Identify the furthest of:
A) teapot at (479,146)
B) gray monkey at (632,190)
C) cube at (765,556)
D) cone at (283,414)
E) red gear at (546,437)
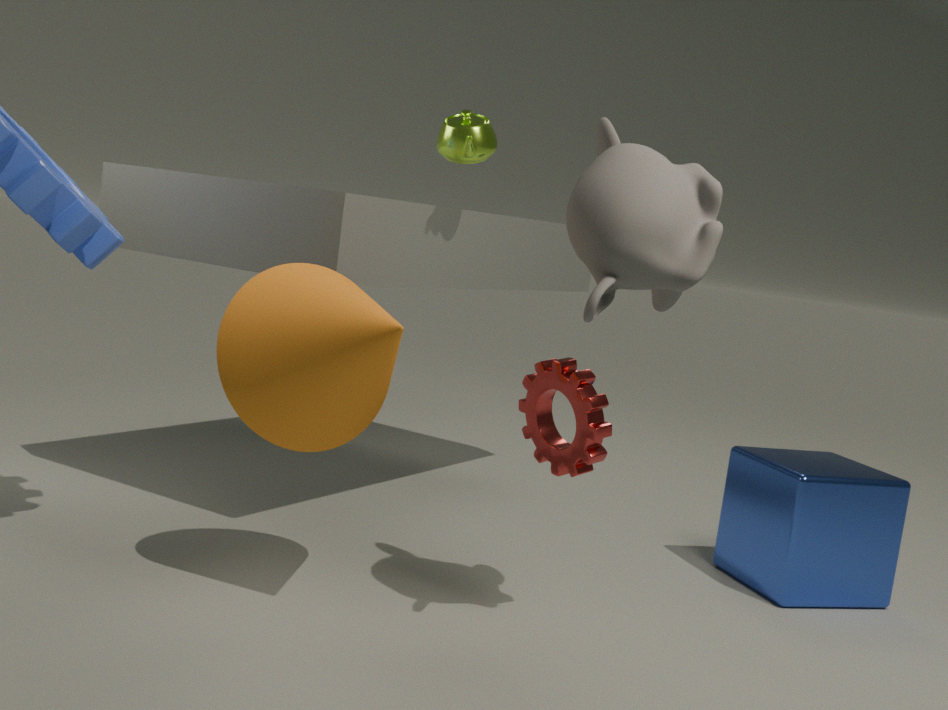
teapot at (479,146)
